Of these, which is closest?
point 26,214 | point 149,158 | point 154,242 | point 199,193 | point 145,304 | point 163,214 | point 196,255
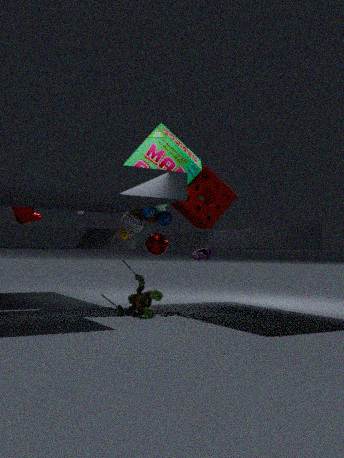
point 145,304
